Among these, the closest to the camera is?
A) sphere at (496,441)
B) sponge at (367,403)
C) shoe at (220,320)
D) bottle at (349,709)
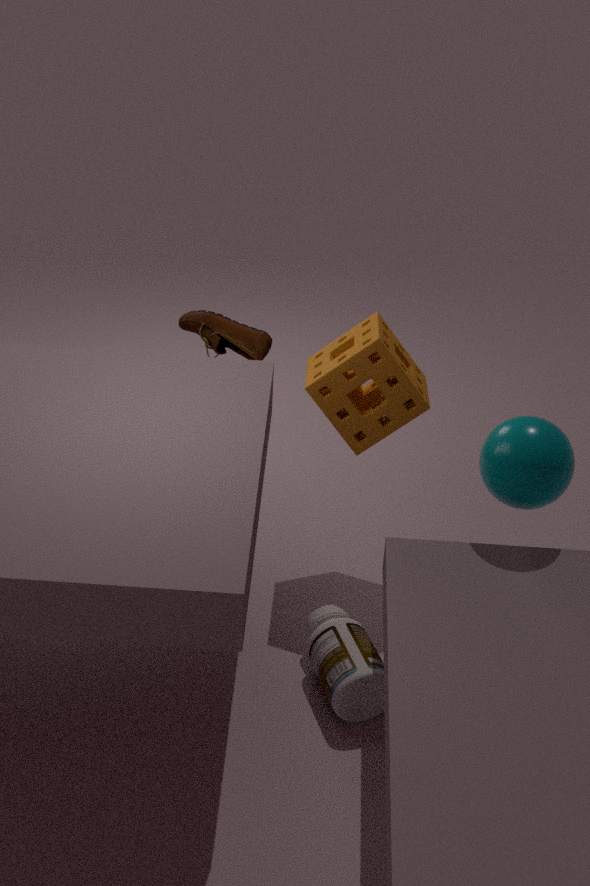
bottle at (349,709)
